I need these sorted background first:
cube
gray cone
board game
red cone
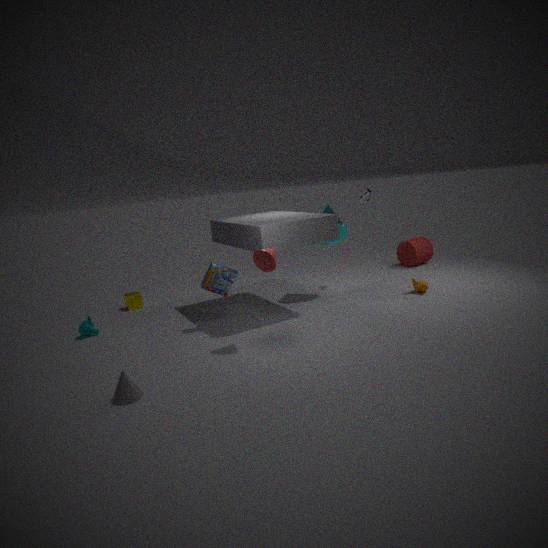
cube
board game
red cone
gray cone
